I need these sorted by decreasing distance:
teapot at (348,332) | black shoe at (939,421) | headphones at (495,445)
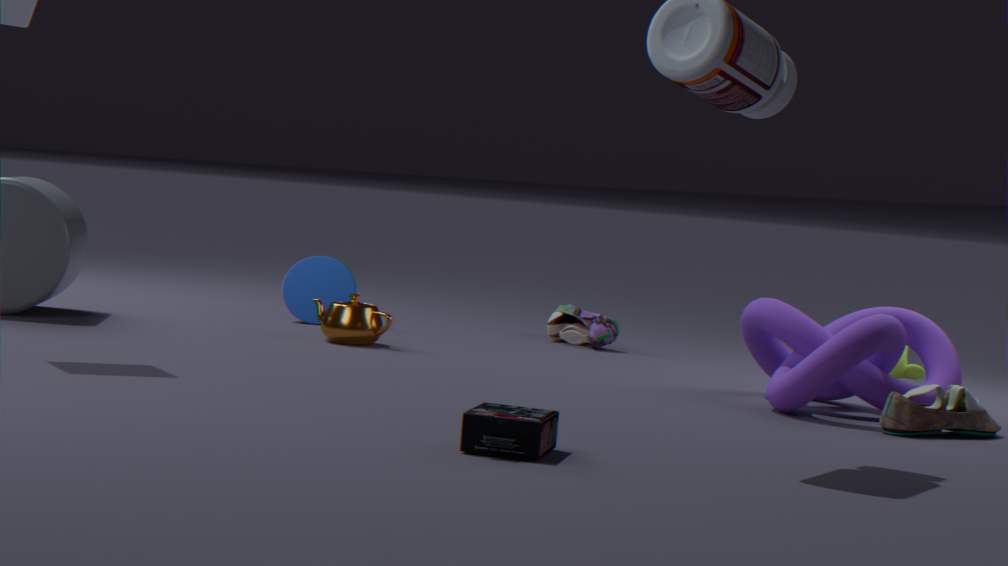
teapot at (348,332)
black shoe at (939,421)
headphones at (495,445)
